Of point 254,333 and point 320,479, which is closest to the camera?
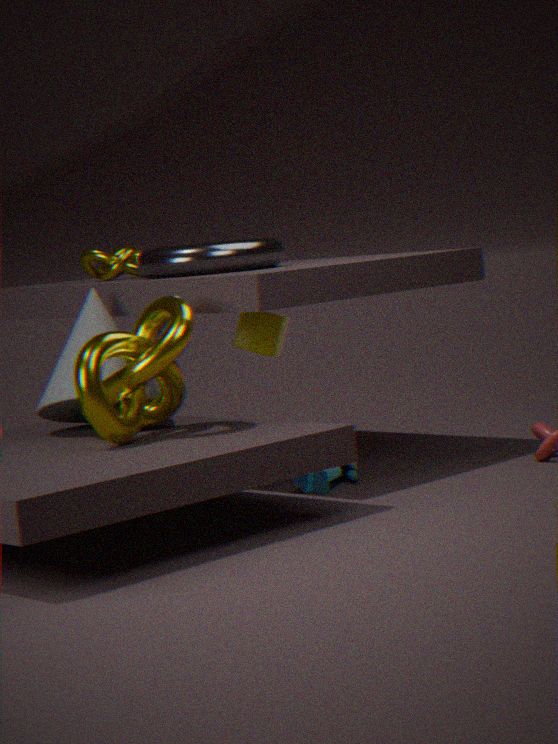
point 320,479
